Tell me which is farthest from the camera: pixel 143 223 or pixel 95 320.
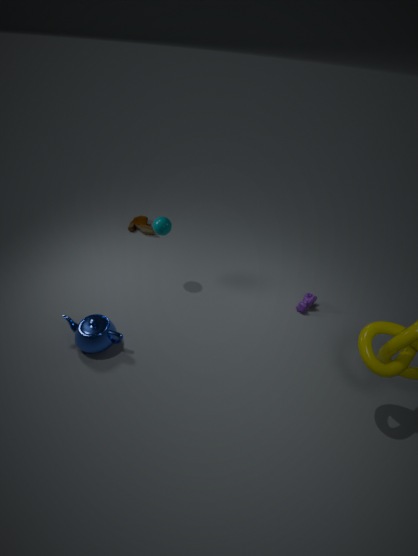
pixel 143 223
